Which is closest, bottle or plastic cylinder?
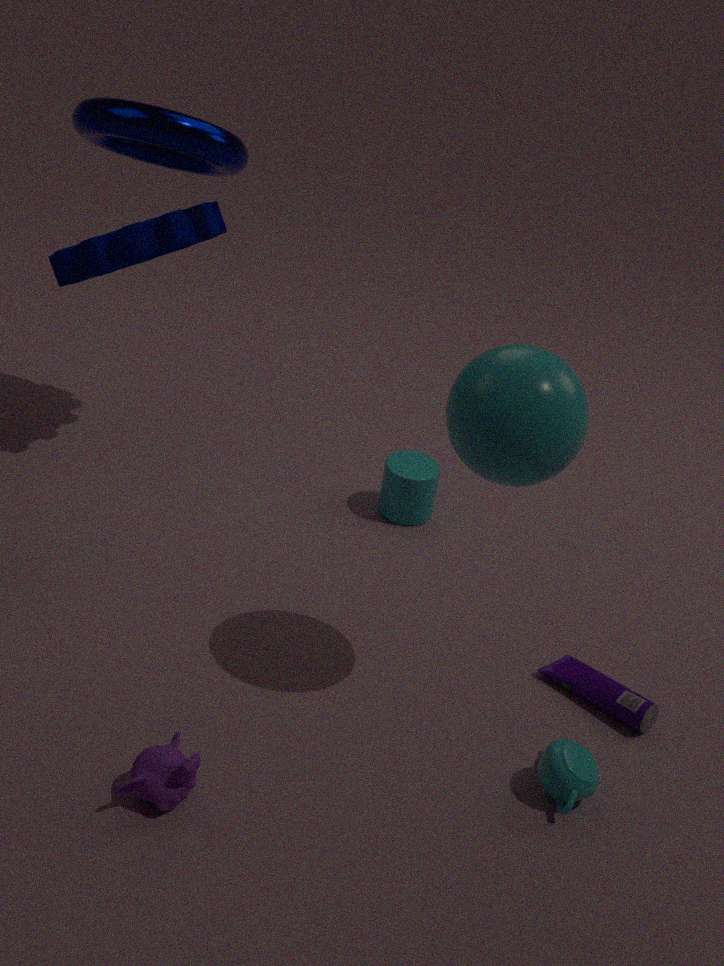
bottle
